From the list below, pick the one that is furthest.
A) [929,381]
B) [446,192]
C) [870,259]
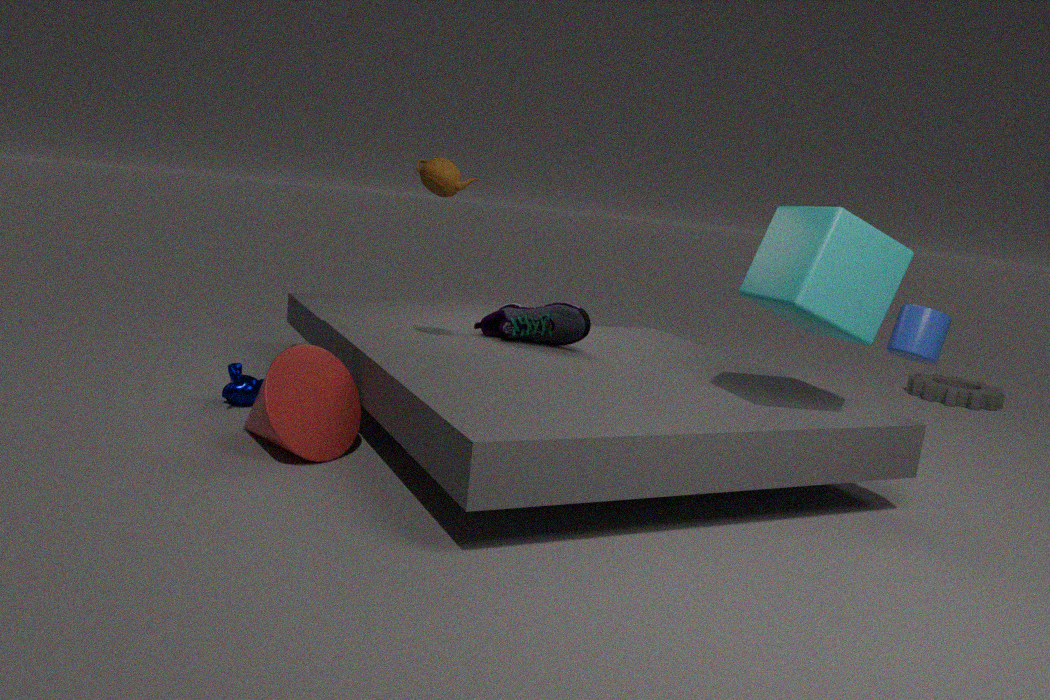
[929,381]
